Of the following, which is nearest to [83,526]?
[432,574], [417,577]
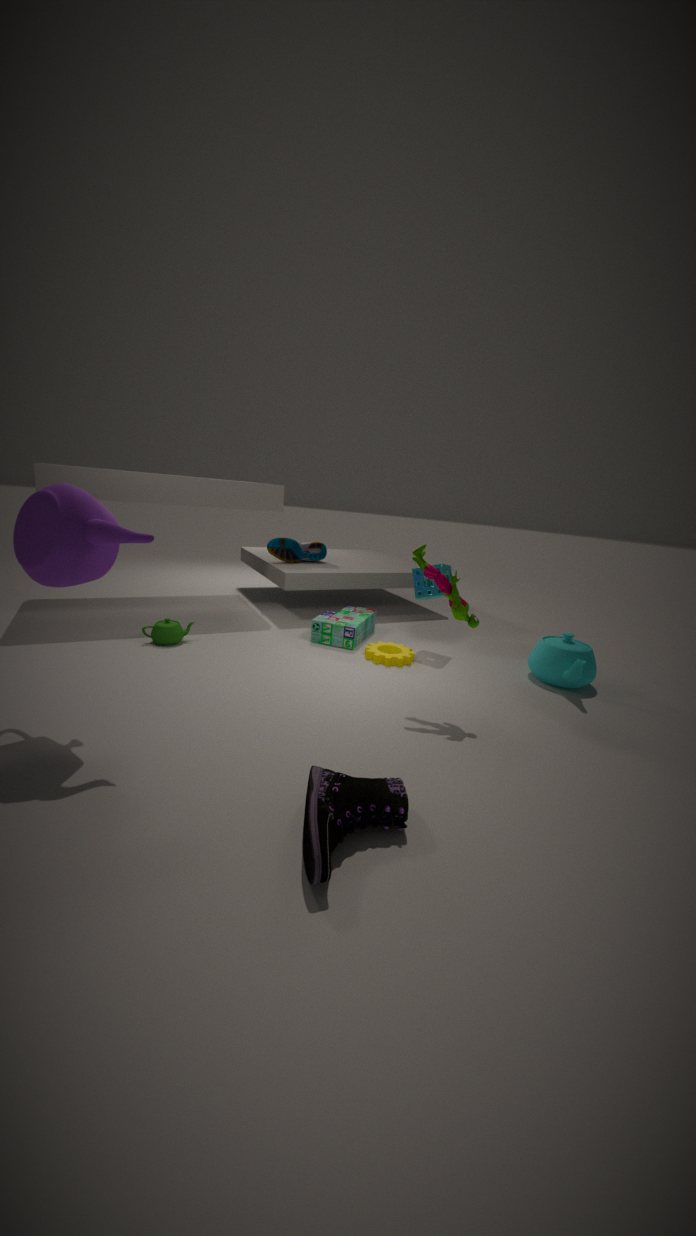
[432,574]
